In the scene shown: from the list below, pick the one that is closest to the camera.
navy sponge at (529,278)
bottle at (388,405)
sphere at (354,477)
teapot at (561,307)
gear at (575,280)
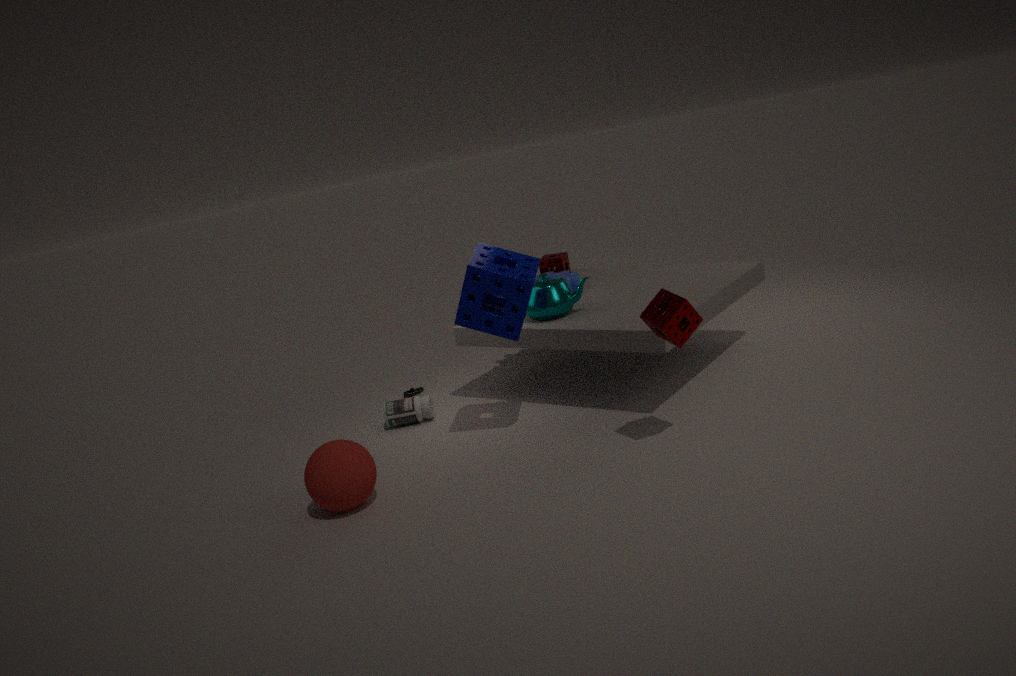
sphere at (354,477)
